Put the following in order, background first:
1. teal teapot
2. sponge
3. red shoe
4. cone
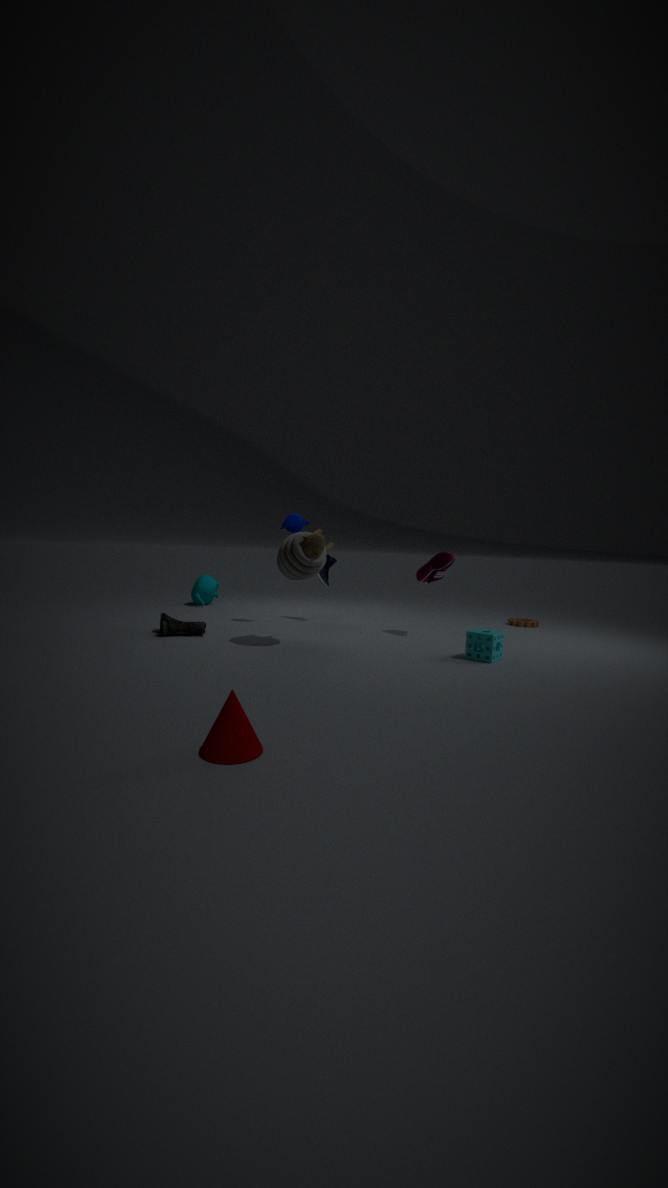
teal teapot < red shoe < sponge < cone
